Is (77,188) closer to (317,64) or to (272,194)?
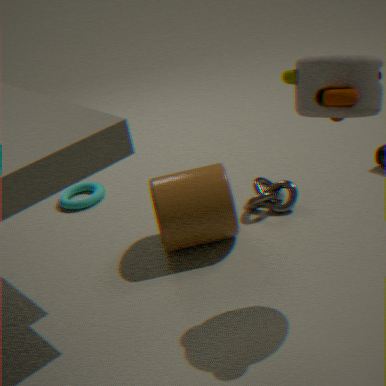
(272,194)
